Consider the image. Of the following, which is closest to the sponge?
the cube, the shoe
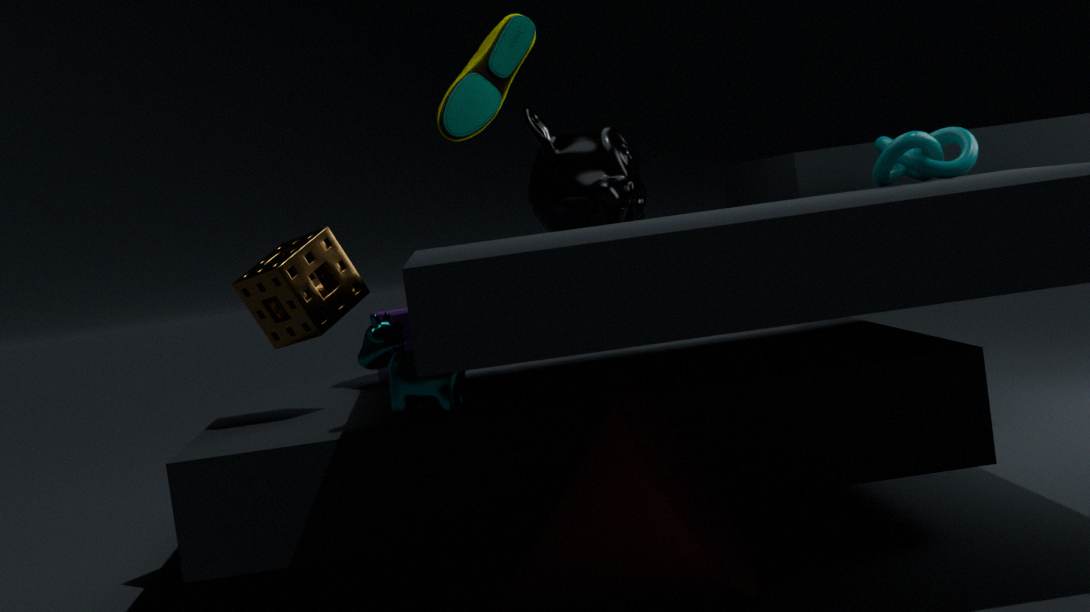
the cube
